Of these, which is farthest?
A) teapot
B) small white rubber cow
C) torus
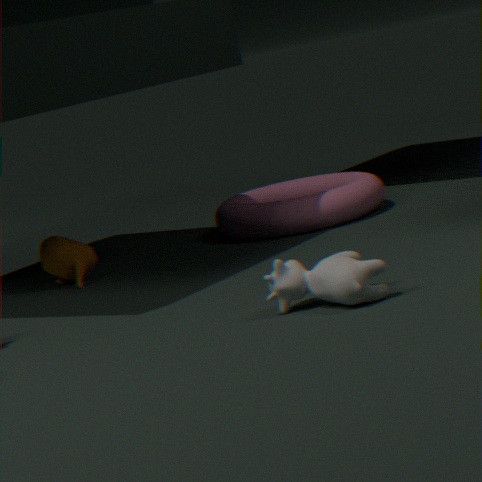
torus
